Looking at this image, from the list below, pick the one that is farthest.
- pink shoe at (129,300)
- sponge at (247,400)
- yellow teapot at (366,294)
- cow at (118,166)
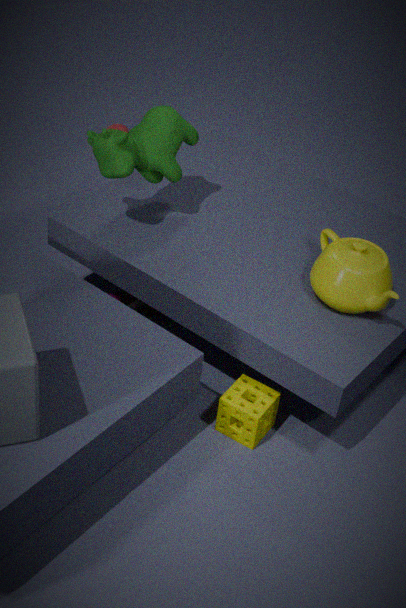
pink shoe at (129,300)
